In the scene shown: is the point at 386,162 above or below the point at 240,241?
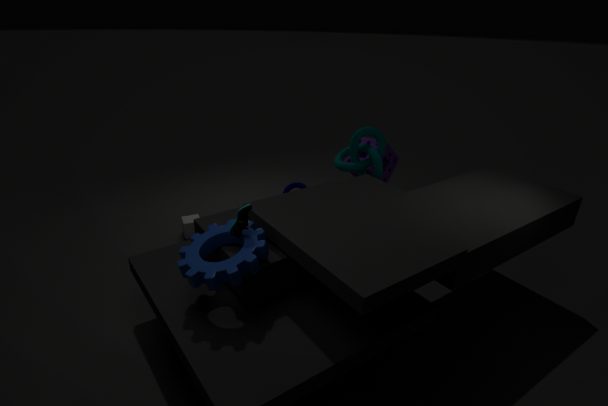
below
